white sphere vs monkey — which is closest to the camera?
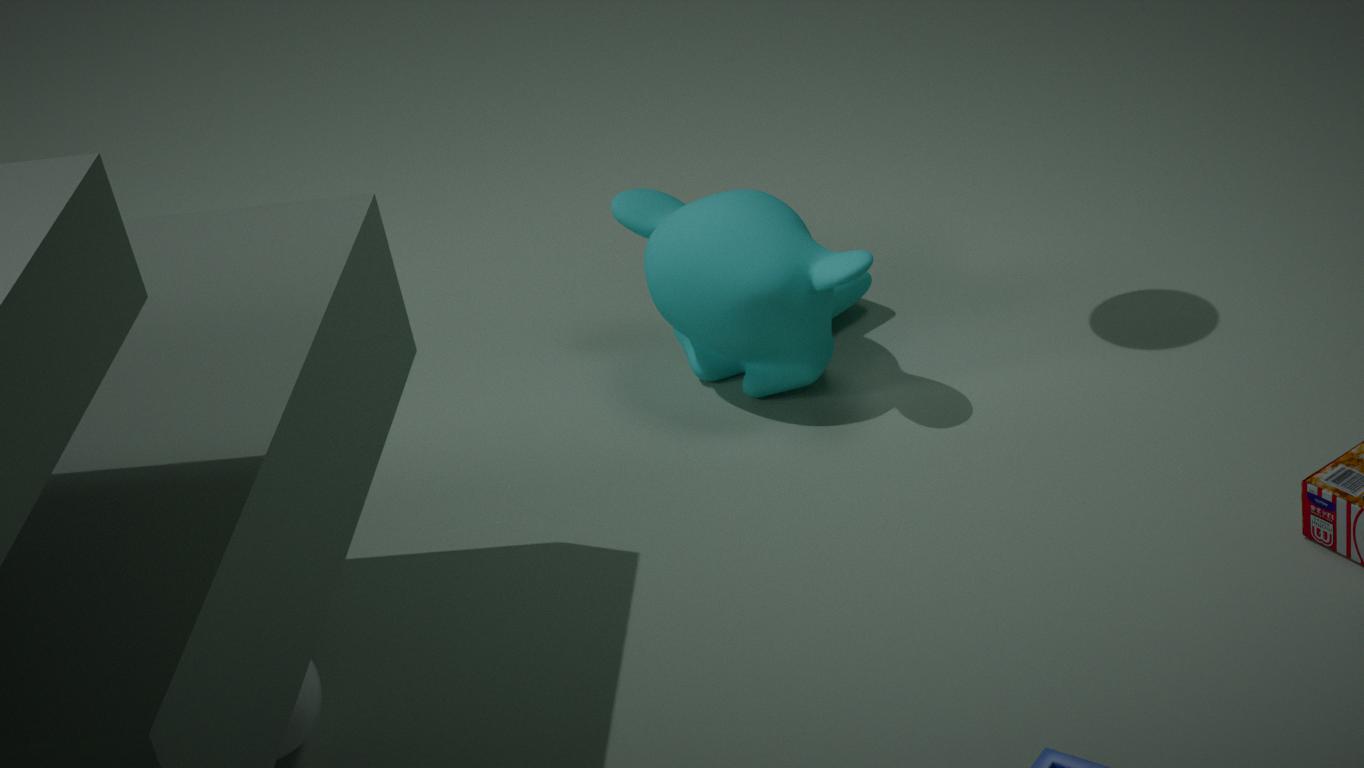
white sphere
